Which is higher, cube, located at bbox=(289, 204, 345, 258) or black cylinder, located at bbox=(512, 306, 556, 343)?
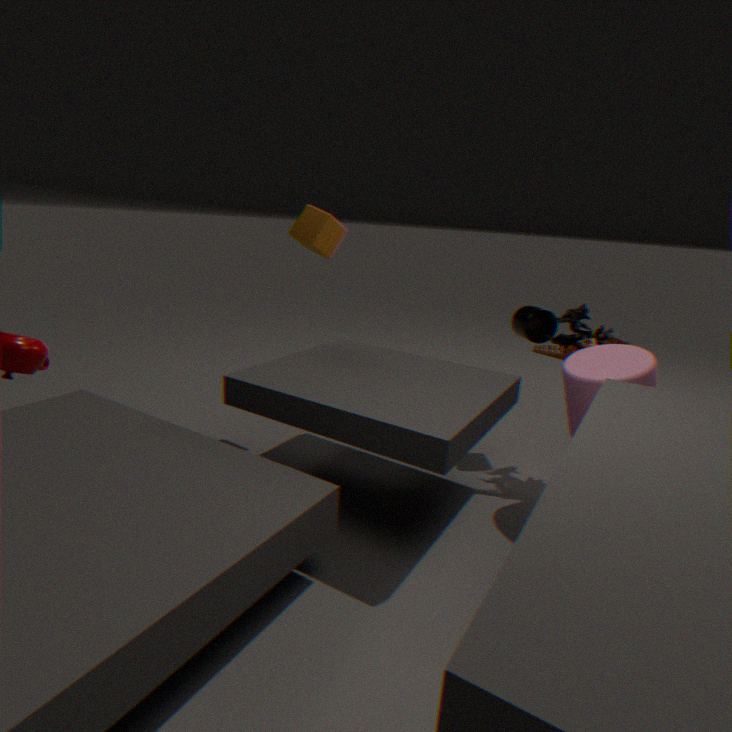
cube, located at bbox=(289, 204, 345, 258)
